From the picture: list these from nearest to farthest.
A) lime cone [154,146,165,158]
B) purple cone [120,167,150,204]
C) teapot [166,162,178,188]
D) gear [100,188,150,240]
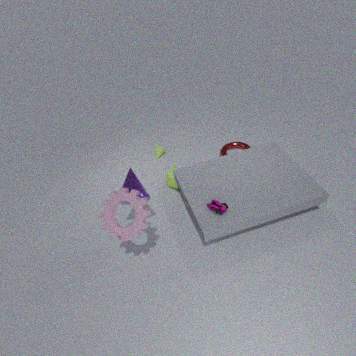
gear [100,188,150,240]
purple cone [120,167,150,204]
teapot [166,162,178,188]
lime cone [154,146,165,158]
